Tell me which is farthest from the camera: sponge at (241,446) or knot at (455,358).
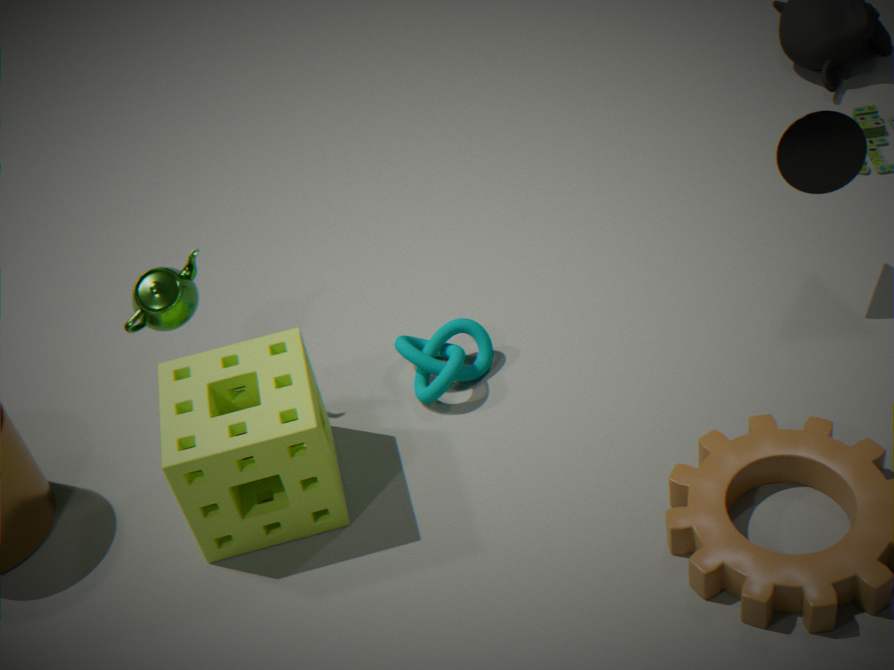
knot at (455,358)
